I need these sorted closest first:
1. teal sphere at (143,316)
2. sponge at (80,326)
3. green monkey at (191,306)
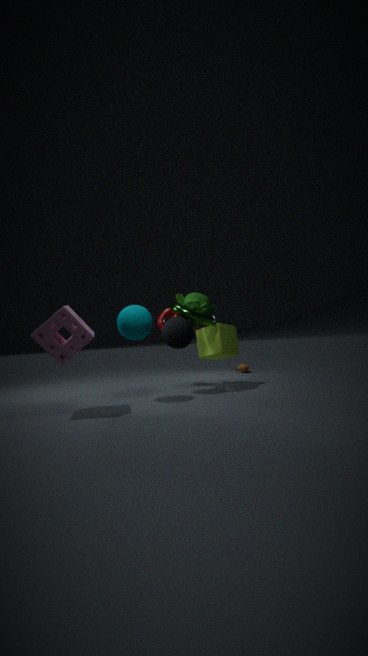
1. sponge at (80,326)
2. teal sphere at (143,316)
3. green monkey at (191,306)
